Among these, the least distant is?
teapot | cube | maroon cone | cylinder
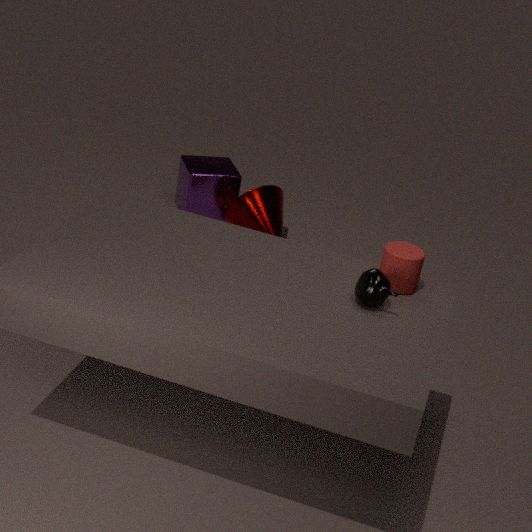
teapot
